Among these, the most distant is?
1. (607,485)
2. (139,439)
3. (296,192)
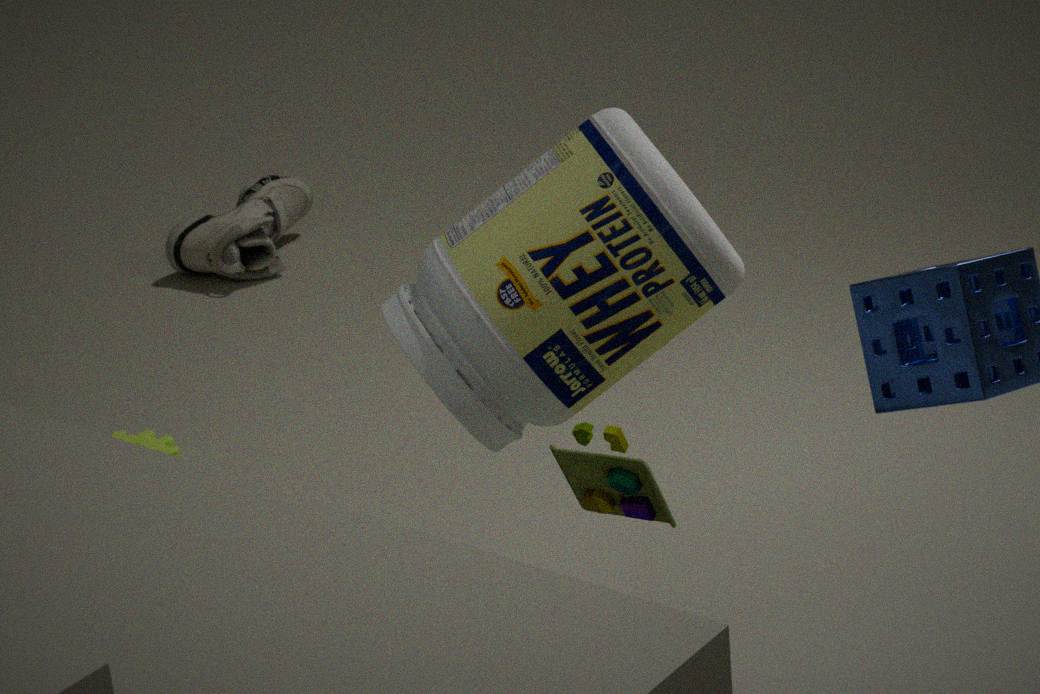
(296,192)
